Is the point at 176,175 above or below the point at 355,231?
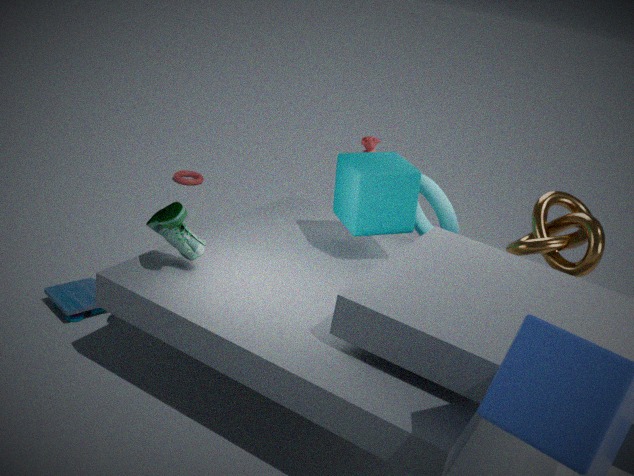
below
